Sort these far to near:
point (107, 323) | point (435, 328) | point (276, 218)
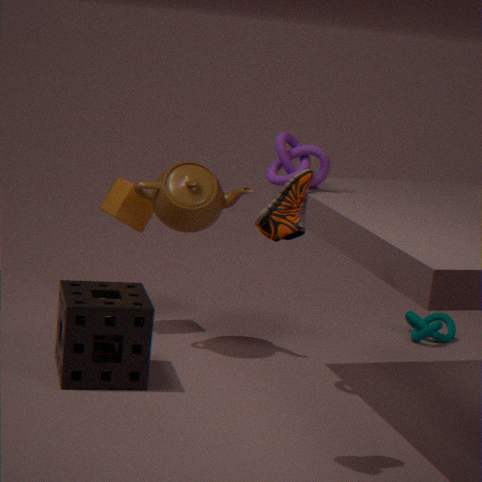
point (435, 328) → point (107, 323) → point (276, 218)
